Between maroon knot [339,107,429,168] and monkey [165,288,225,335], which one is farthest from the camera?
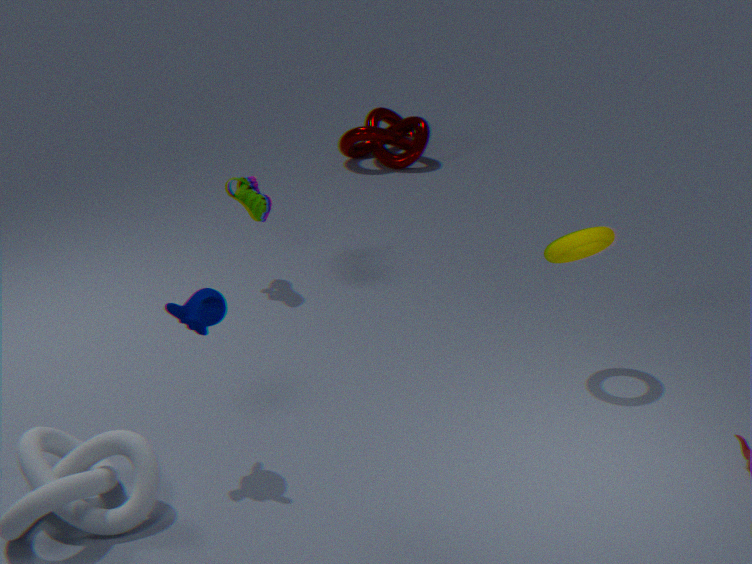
maroon knot [339,107,429,168]
